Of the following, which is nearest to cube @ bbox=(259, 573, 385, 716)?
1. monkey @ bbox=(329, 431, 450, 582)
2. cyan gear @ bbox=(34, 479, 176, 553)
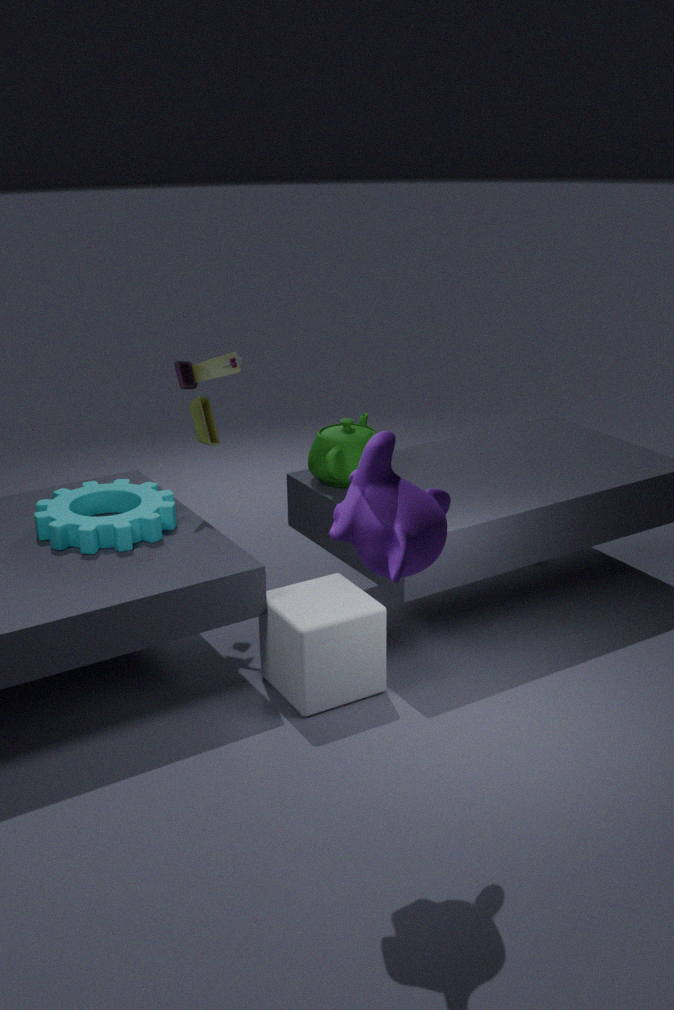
cyan gear @ bbox=(34, 479, 176, 553)
